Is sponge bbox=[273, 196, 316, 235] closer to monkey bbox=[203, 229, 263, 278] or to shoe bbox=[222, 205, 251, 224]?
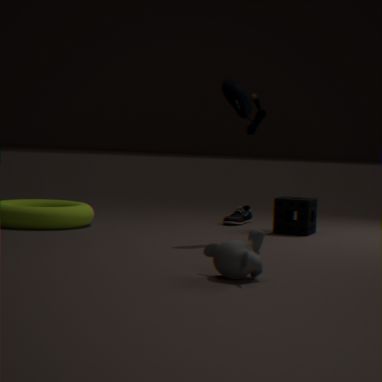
shoe bbox=[222, 205, 251, 224]
